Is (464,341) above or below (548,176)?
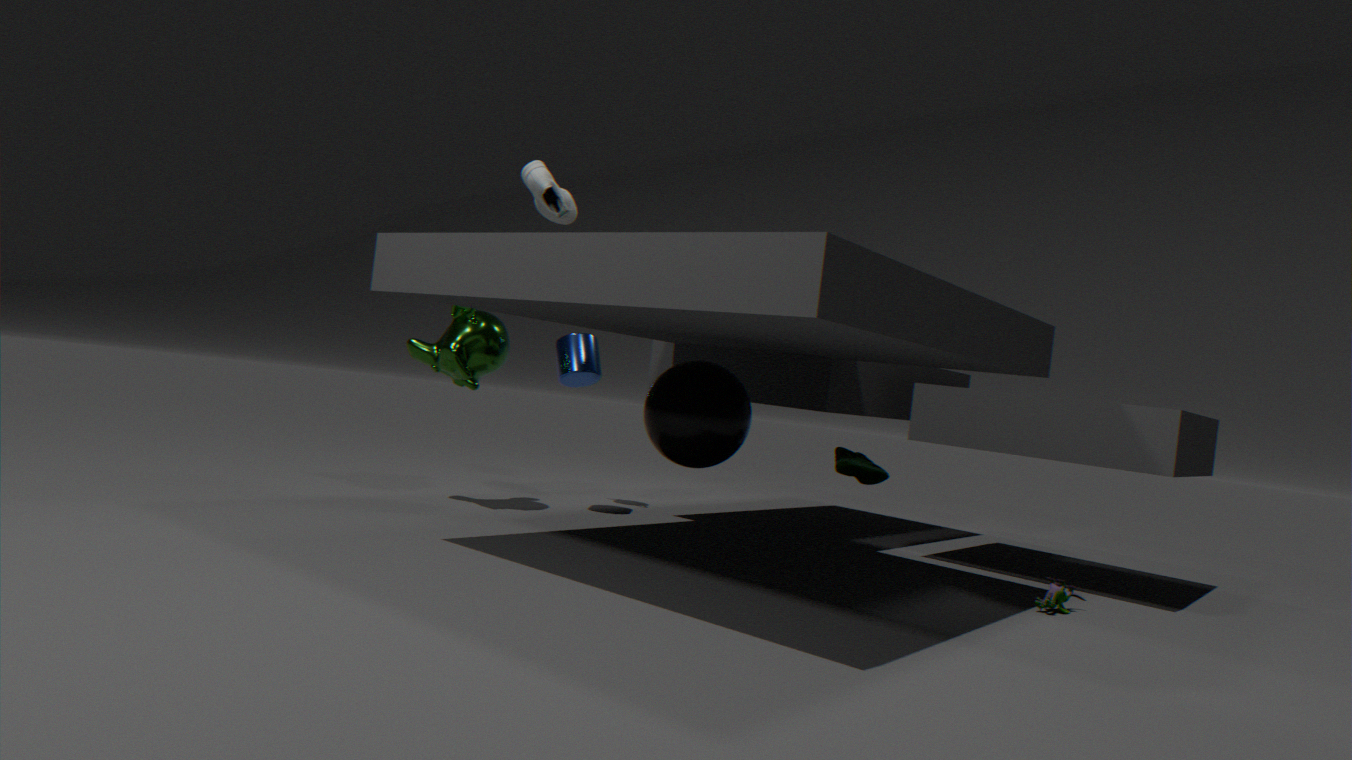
below
